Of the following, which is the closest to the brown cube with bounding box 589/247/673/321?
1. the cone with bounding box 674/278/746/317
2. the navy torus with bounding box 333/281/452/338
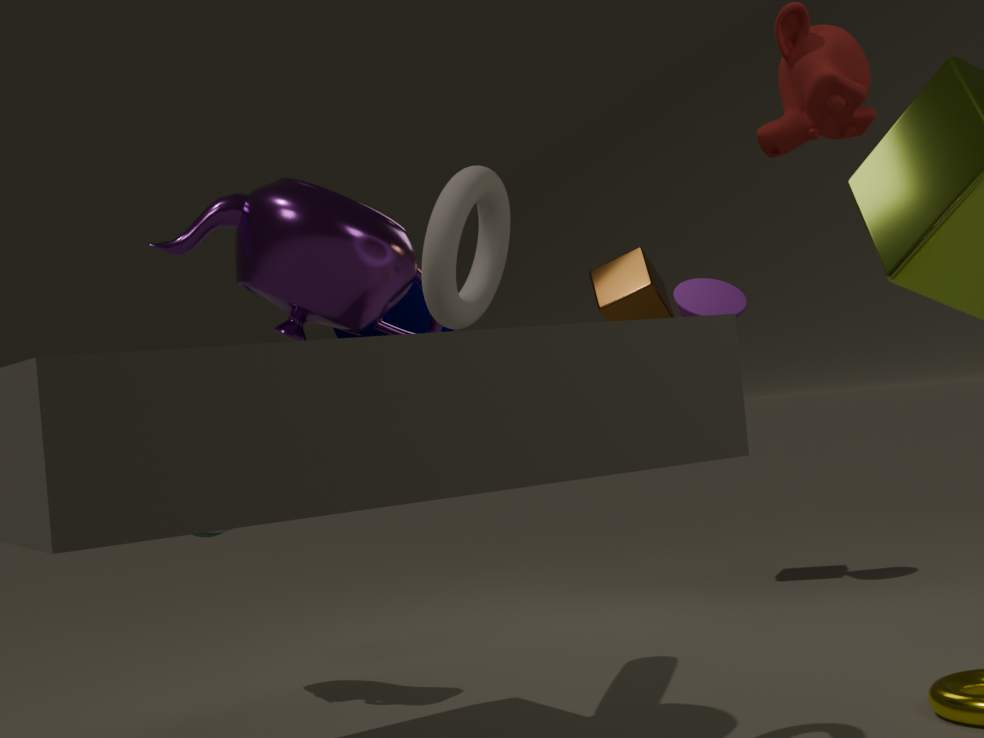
the cone with bounding box 674/278/746/317
